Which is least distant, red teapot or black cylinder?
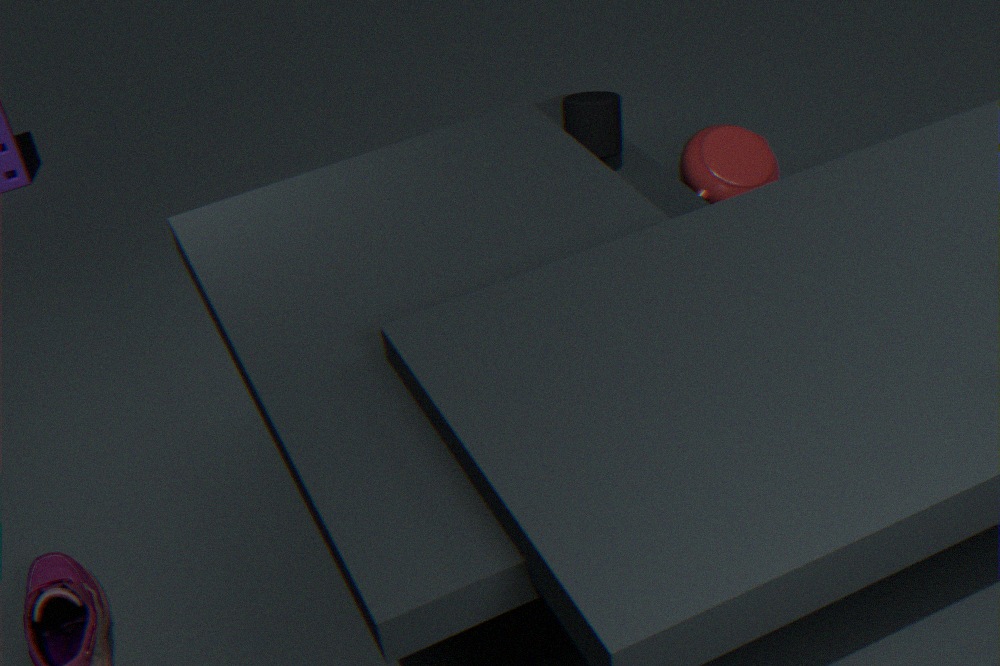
black cylinder
